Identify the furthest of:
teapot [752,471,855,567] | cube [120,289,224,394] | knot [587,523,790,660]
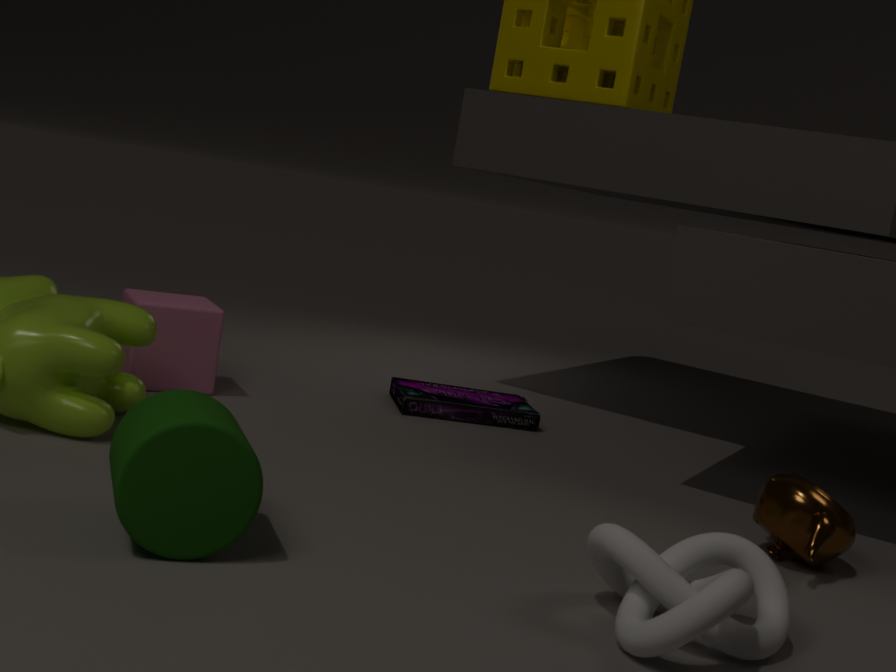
cube [120,289,224,394]
